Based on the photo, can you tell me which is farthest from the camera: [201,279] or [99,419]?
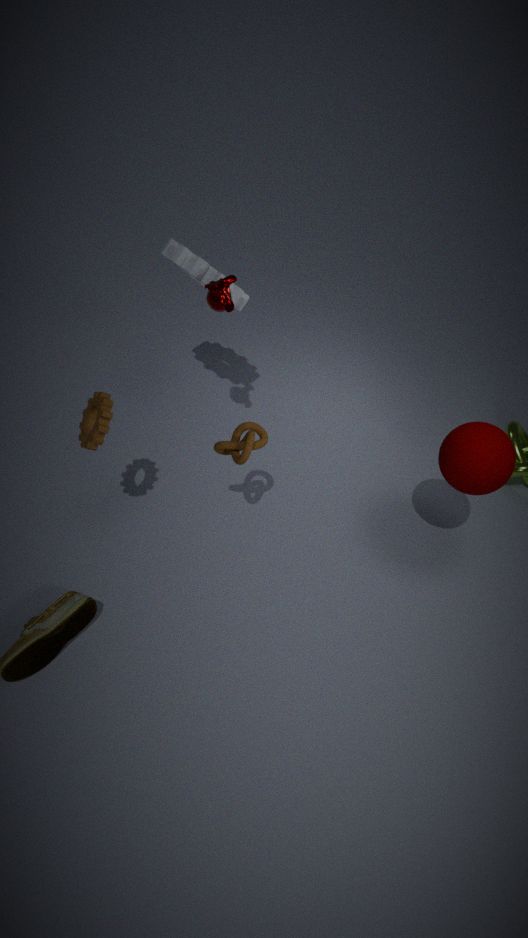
[201,279]
